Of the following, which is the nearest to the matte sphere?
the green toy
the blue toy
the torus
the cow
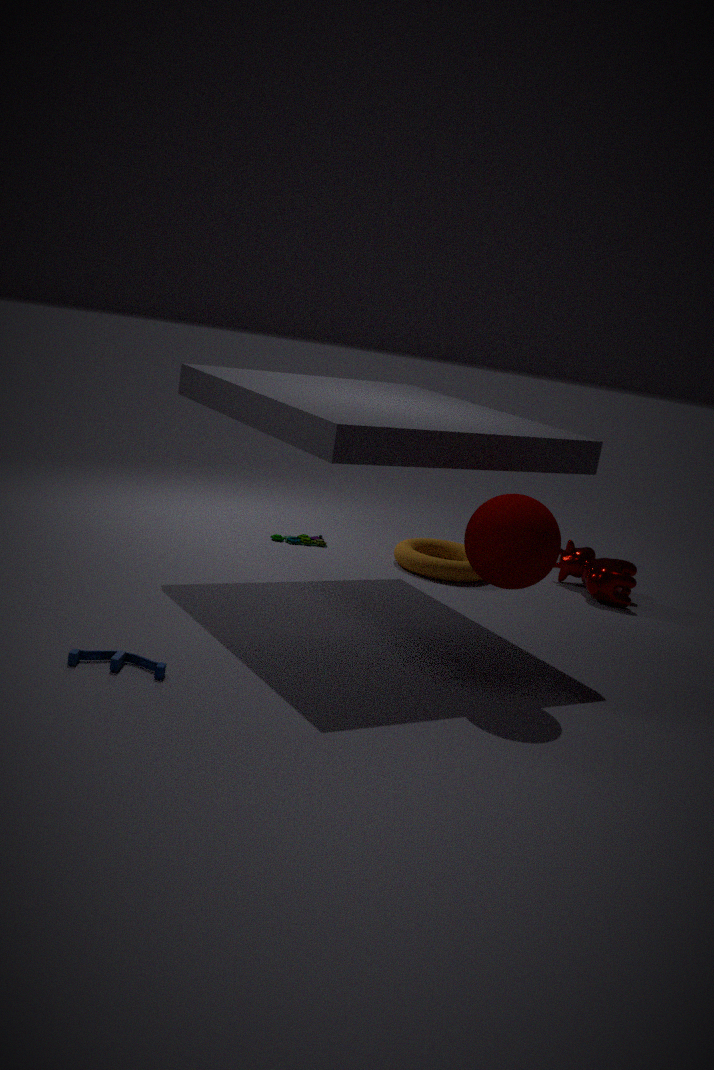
the blue toy
